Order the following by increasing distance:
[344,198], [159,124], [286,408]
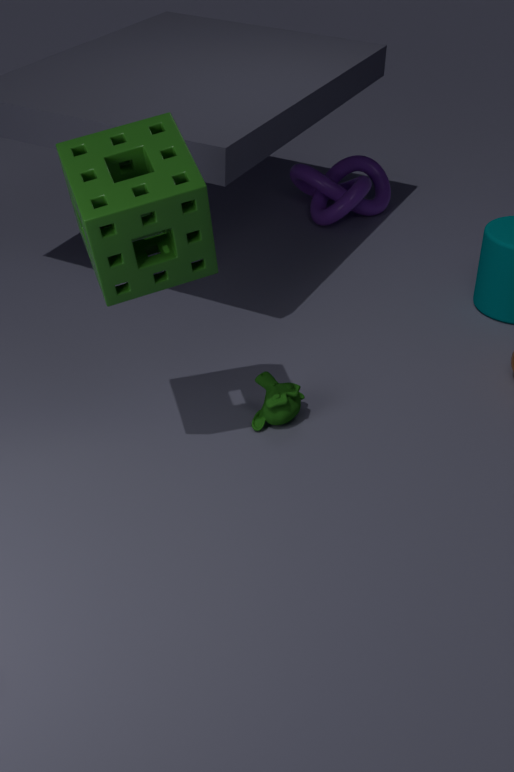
1. [159,124]
2. [286,408]
3. [344,198]
